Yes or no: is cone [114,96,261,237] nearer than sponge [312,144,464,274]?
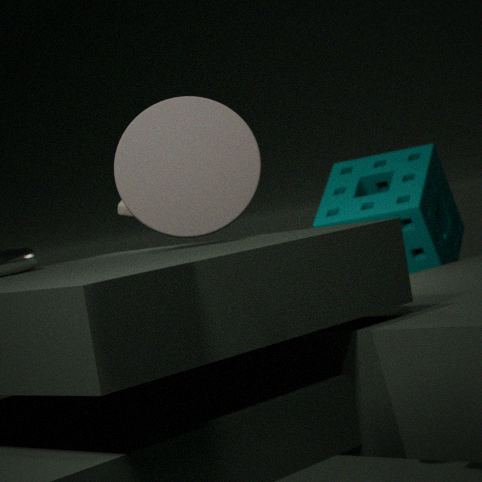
Yes
